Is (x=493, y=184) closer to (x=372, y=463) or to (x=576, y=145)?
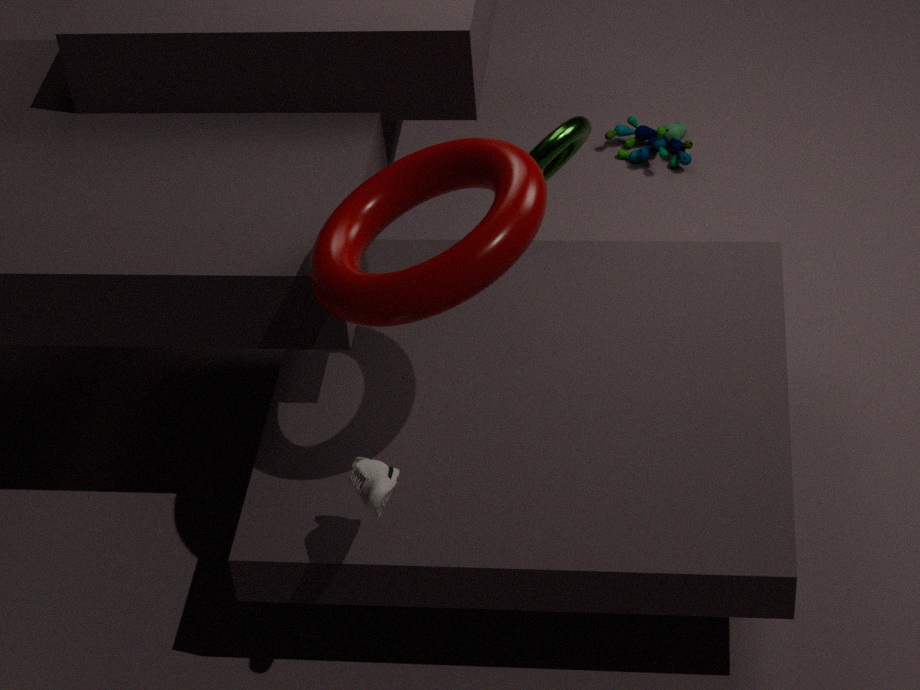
(x=372, y=463)
